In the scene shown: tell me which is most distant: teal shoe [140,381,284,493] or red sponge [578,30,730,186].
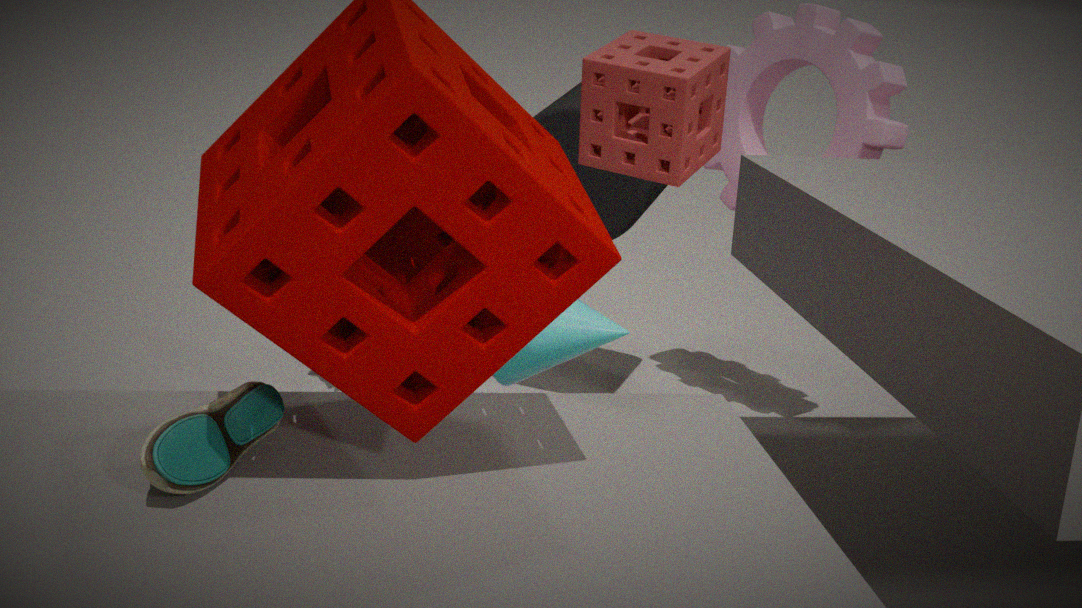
red sponge [578,30,730,186]
